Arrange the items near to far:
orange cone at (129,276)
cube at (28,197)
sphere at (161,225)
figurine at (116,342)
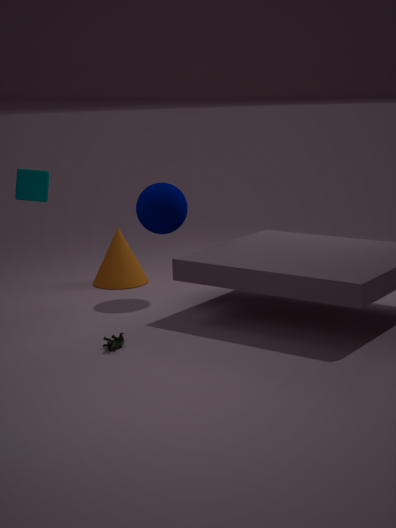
figurine at (116,342), cube at (28,197), sphere at (161,225), orange cone at (129,276)
